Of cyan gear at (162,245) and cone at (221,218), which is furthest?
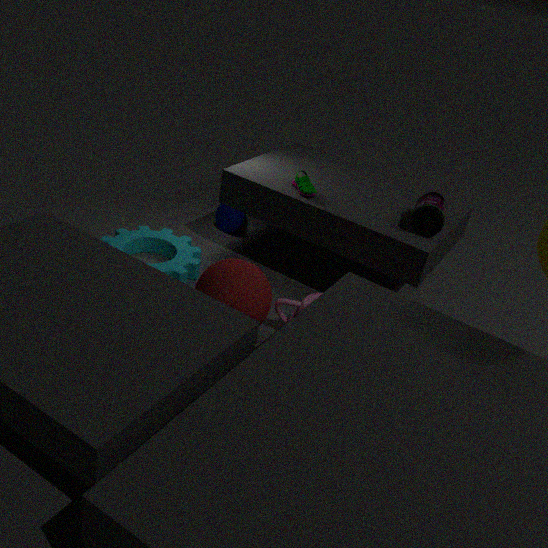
cone at (221,218)
